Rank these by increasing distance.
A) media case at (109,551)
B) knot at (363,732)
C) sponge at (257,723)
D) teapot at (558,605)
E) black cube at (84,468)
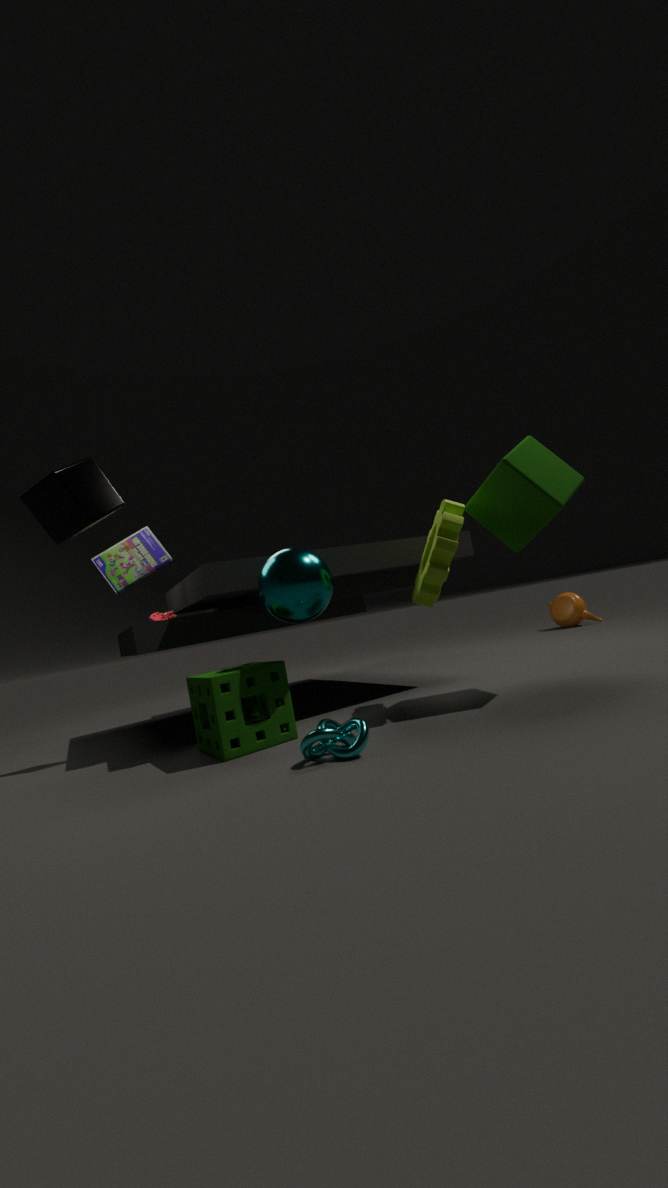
black cube at (84,468), knot at (363,732), sponge at (257,723), media case at (109,551), teapot at (558,605)
